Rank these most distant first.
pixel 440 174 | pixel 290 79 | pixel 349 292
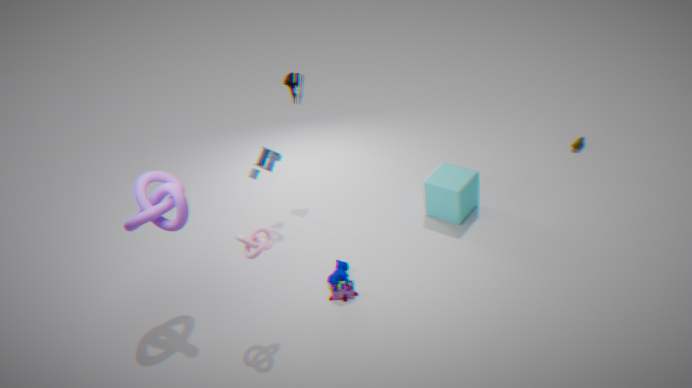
pixel 290 79, pixel 440 174, pixel 349 292
